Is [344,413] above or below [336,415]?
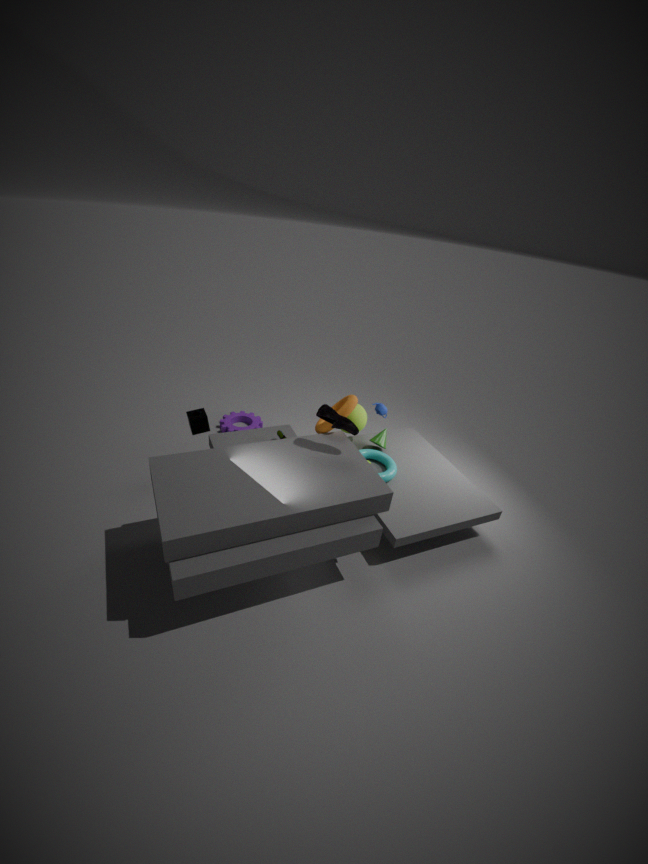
below
